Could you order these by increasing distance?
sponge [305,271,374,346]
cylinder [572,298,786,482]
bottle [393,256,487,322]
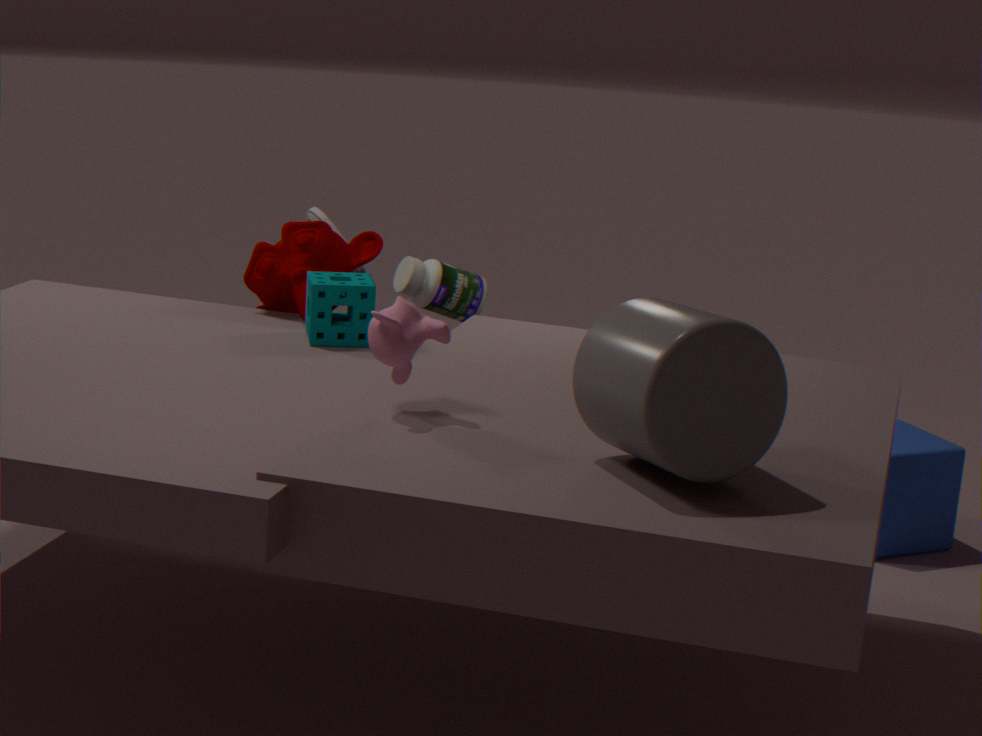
cylinder [572,298,786,482] → sponge [305,271,374,346] → bottle [393,256,487,322]
